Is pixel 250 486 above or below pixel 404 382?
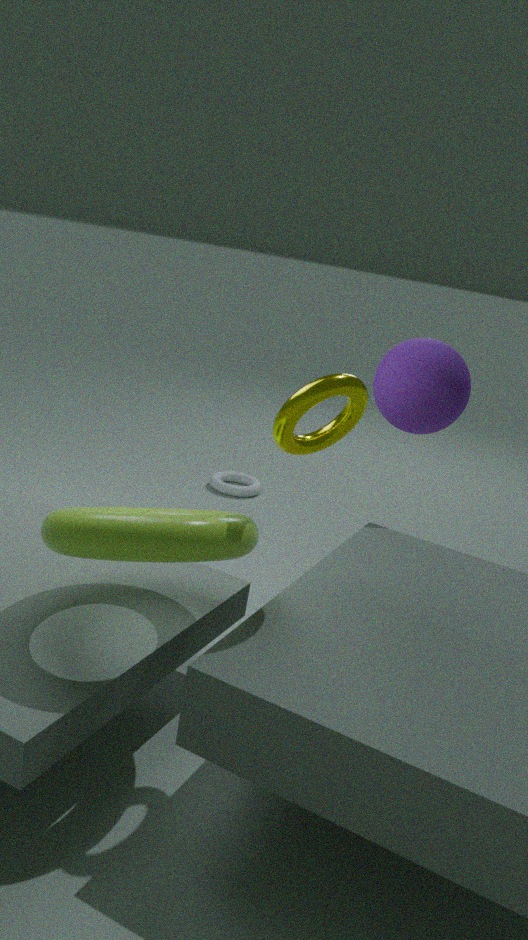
below
